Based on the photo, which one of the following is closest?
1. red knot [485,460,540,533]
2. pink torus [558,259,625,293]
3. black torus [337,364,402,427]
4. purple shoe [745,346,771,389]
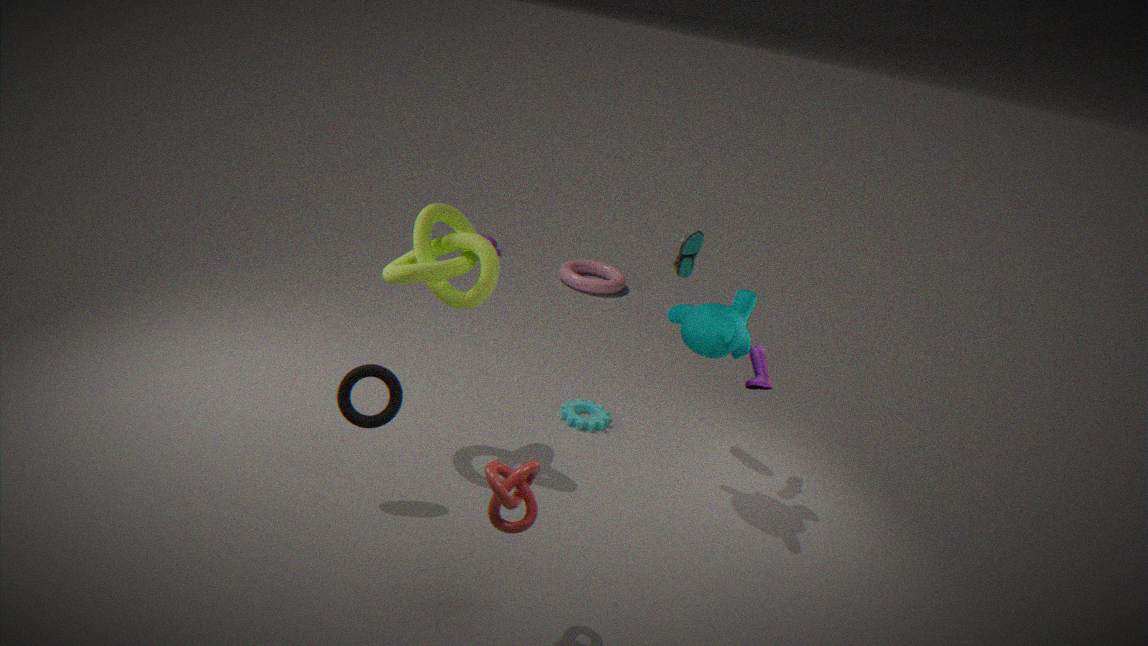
red knot [485,460,540,533]
